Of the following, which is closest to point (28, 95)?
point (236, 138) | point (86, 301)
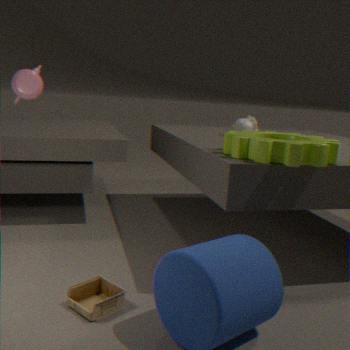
point (86, 301)
